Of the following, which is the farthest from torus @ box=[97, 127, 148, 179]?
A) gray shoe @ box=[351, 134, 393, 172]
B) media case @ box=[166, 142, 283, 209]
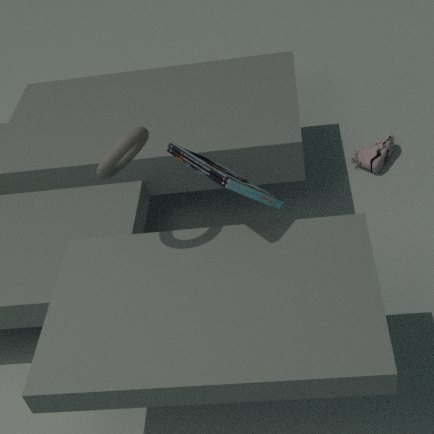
gray shoe @ box=[351, 134, 393, 172]
